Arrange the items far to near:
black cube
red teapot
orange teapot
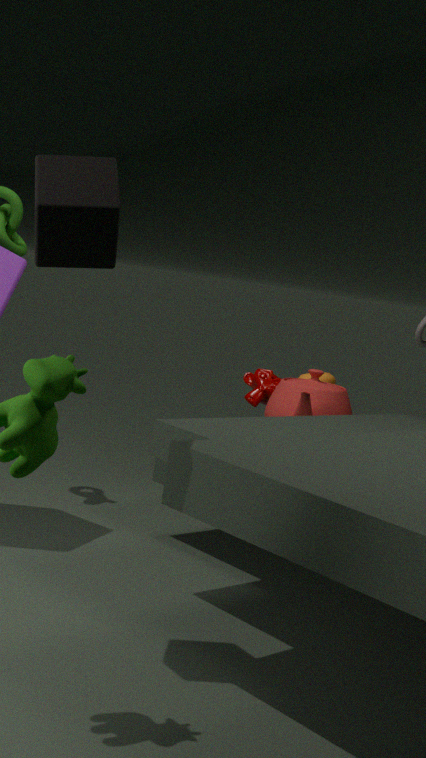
1. orange teapot
2. red teapot
3. black cube
